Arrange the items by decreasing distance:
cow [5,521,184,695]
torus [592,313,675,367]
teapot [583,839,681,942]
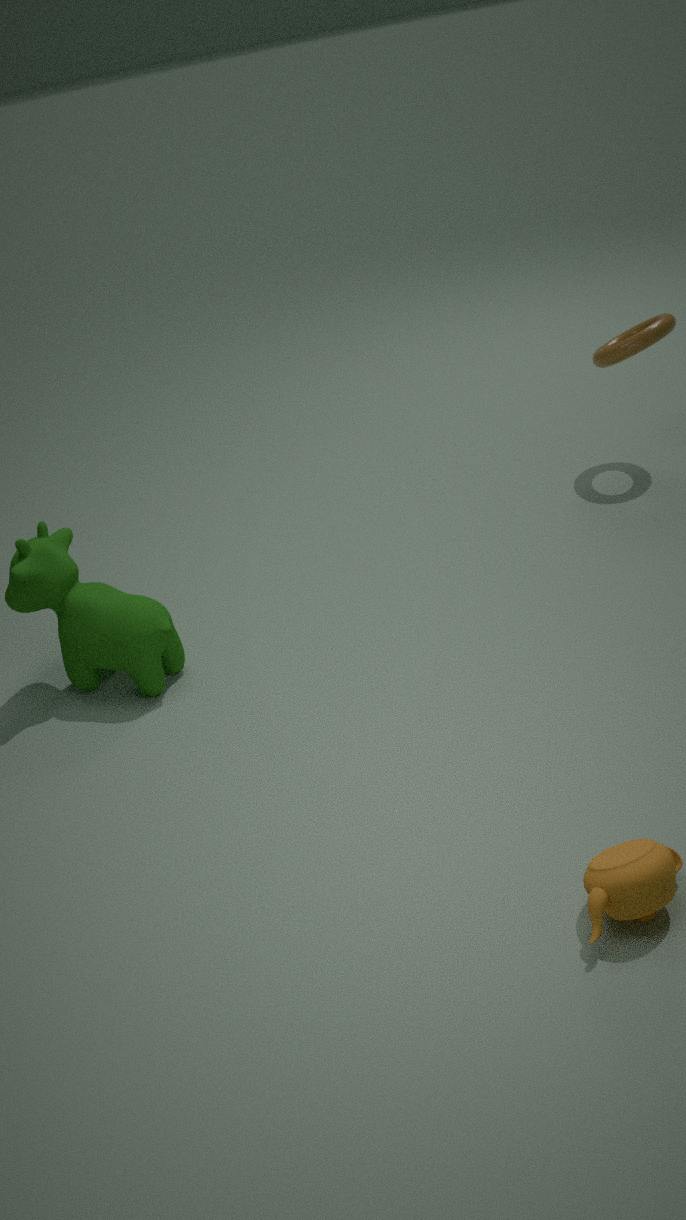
torus [592,313,675,367], cow [5,521,184,695], teapot [583,839,681,942]
